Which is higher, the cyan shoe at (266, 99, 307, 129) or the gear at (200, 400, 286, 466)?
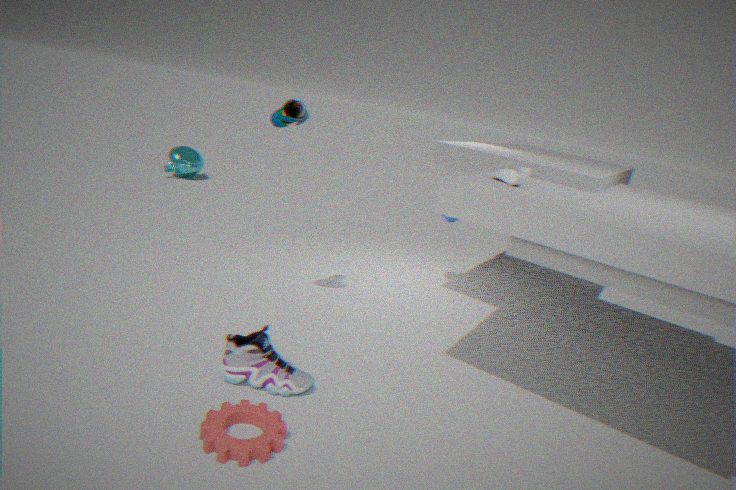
the cyan shoe at (266, 99, 307, 129)
